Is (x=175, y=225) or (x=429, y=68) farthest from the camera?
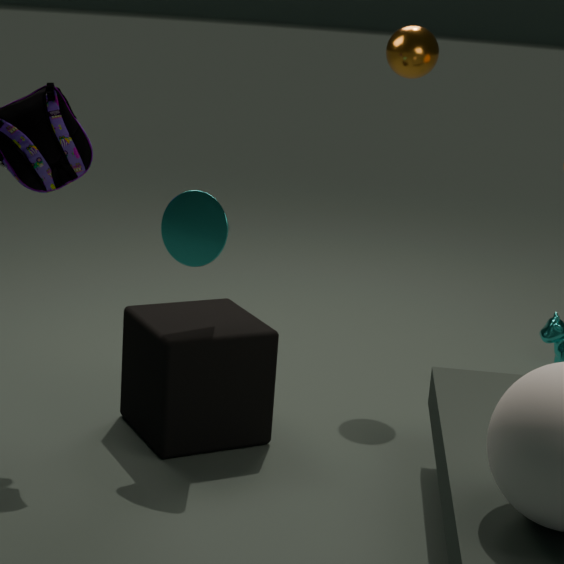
(x=429, y=68)
